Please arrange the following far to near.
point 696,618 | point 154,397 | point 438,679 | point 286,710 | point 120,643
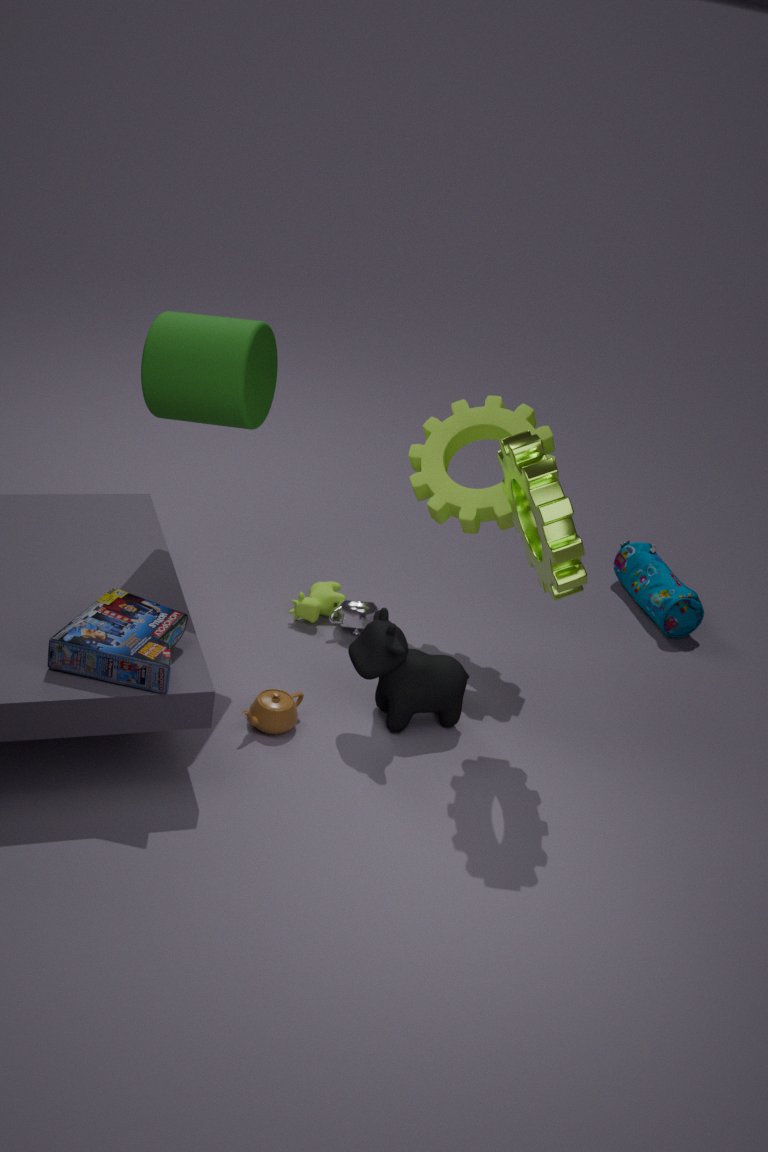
point 696,618 < point 438,679 < point 286,710 < point 154,397 < point 120,643
